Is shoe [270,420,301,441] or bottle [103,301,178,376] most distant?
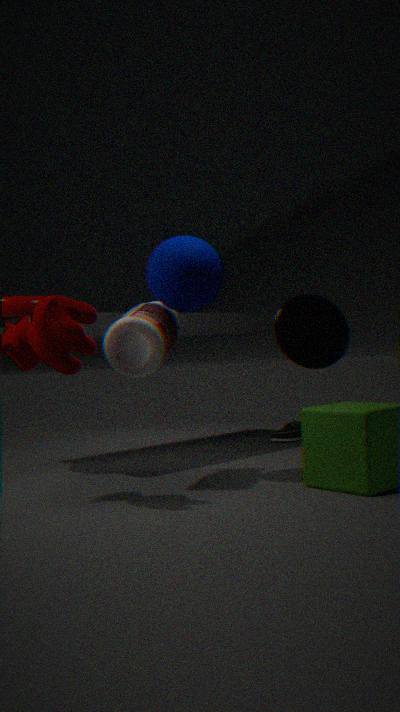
shoe [270,420,301,441]
